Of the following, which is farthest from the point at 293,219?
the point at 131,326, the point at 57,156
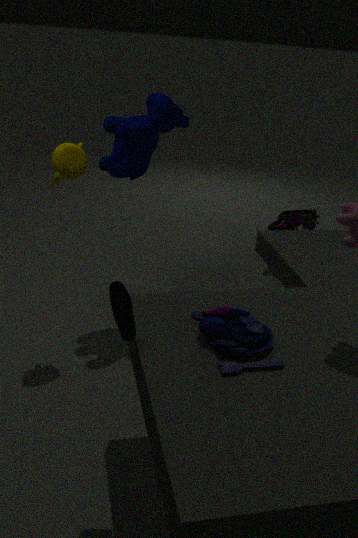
the point at 131,326
